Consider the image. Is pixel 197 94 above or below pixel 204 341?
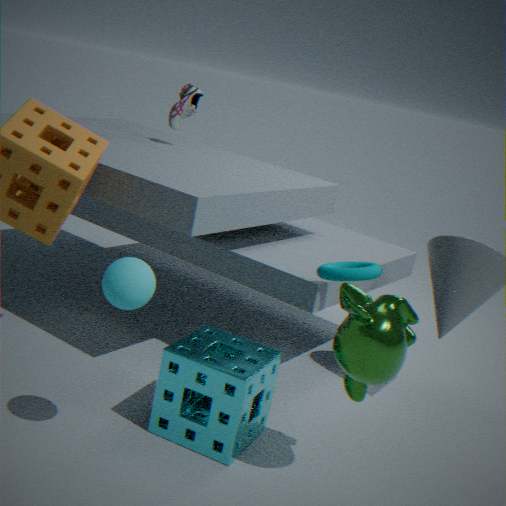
above
